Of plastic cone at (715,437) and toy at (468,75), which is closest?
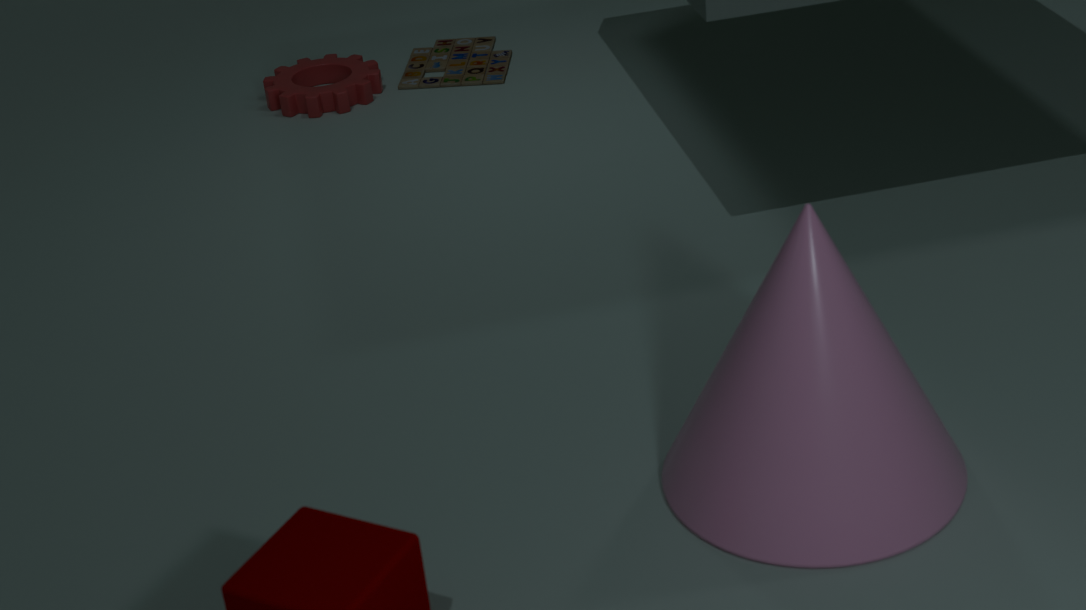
plastic cone at (715,437)
